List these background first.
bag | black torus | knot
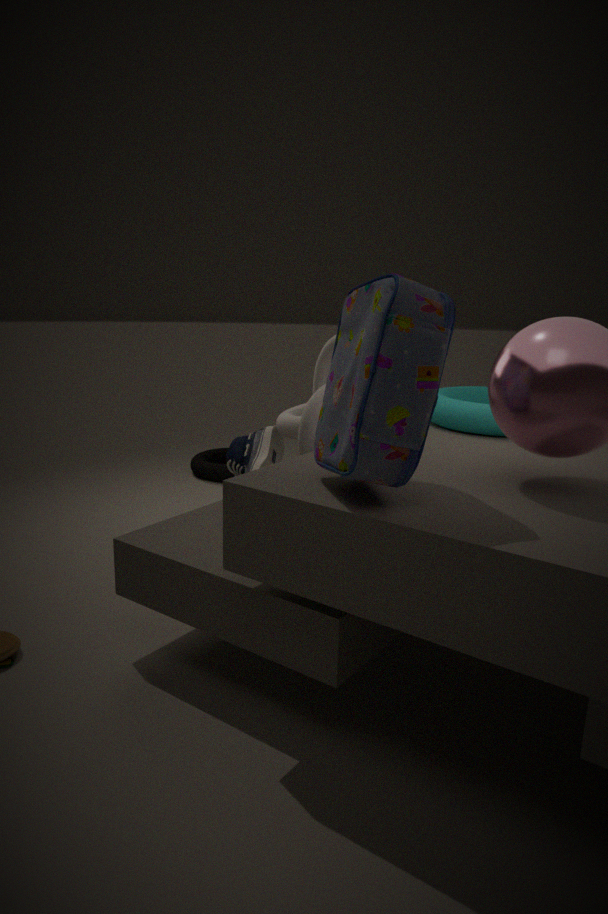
black torus
knot
bag
